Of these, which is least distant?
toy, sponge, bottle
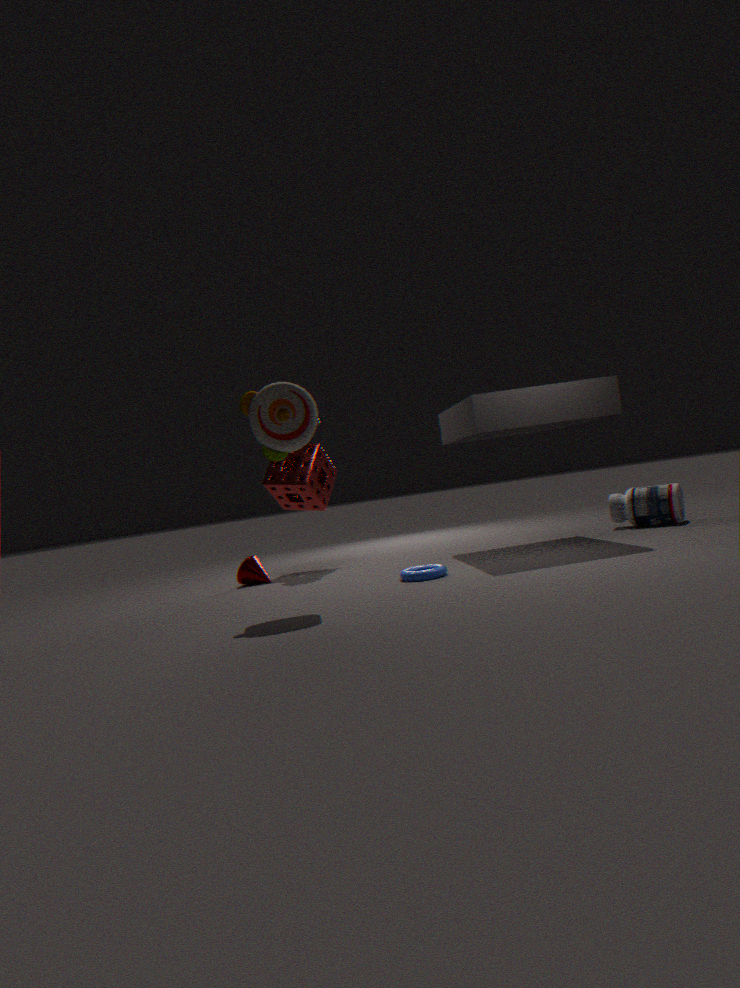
toy
